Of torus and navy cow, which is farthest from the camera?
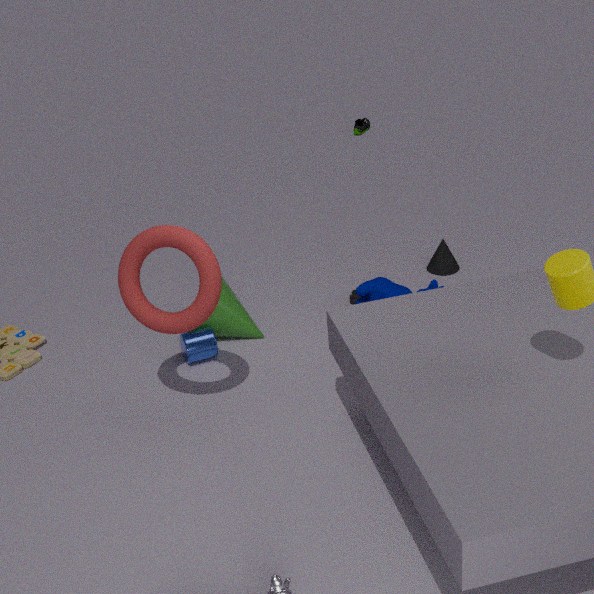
navy cow
